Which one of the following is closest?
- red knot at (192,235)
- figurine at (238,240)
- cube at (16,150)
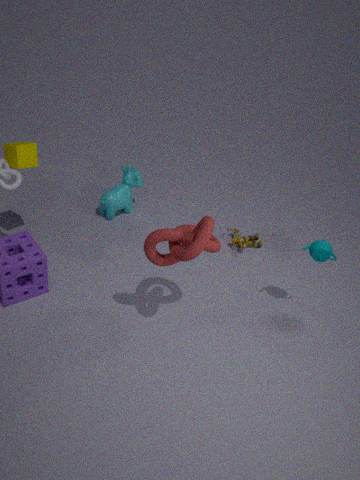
red knot at (192,235)
